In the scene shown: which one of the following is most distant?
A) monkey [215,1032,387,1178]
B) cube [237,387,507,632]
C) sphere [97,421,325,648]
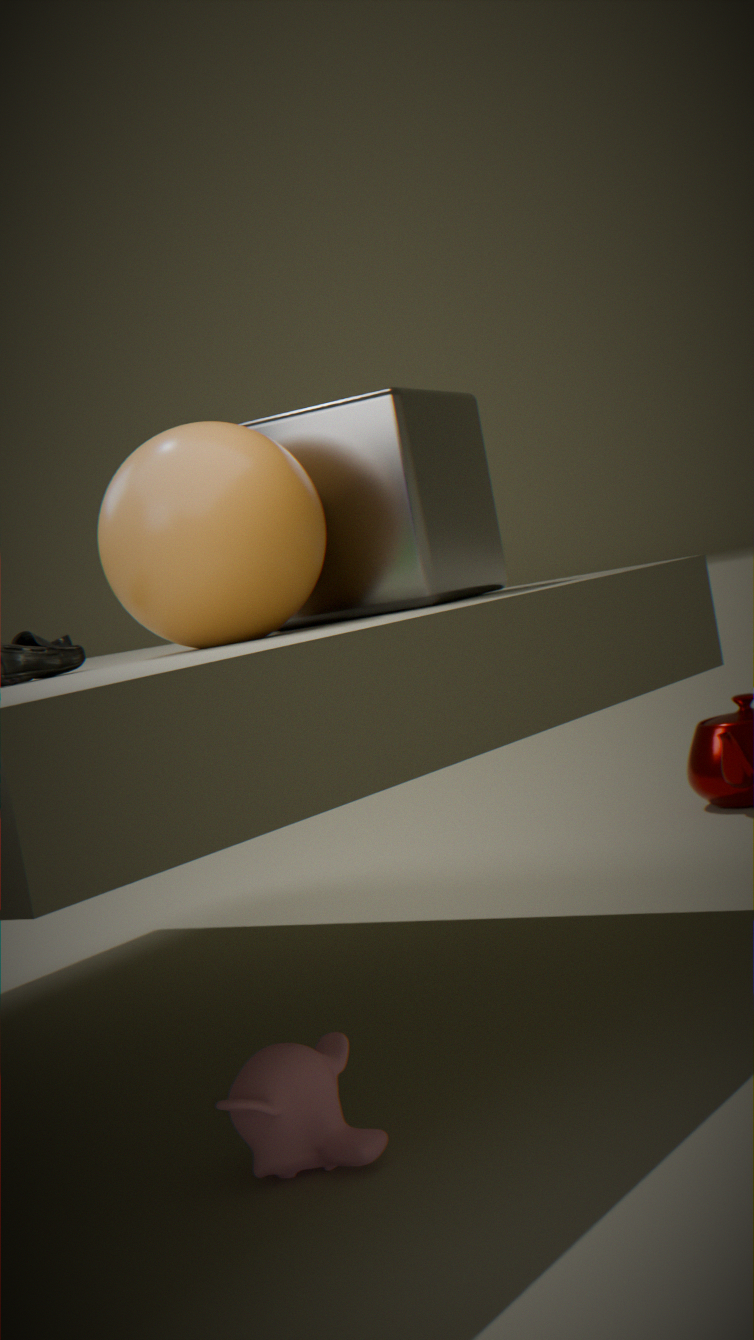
cube [237,387,507,632]
